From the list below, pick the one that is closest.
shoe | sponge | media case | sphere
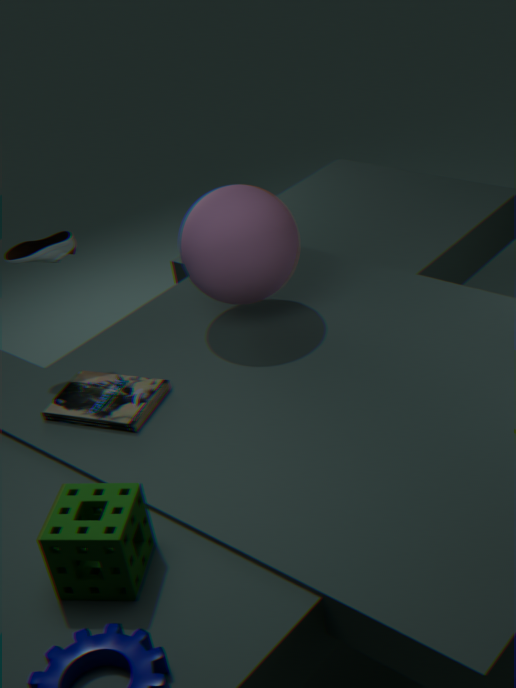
sponge
